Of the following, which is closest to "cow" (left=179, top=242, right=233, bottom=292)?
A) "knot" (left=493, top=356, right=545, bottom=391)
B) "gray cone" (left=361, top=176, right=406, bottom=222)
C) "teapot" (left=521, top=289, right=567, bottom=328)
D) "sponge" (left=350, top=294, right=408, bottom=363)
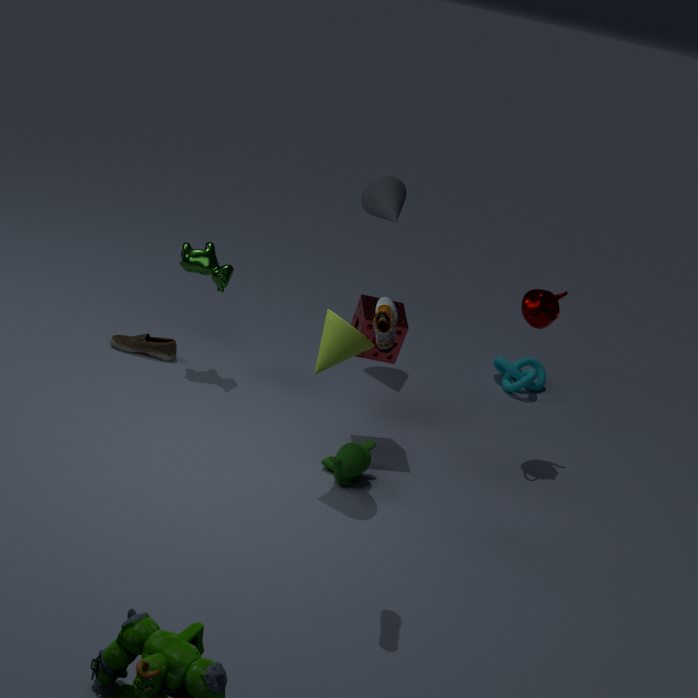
"sponge" (left=350, top=294, right=408, bottom=363)
